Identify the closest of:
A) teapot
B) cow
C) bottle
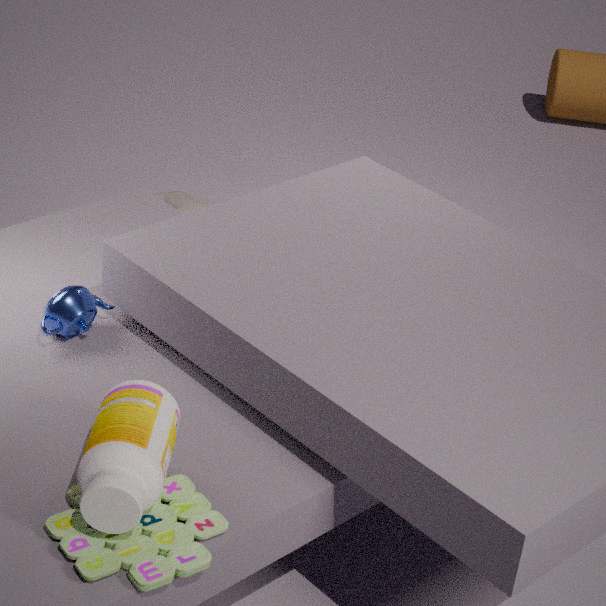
bottle
